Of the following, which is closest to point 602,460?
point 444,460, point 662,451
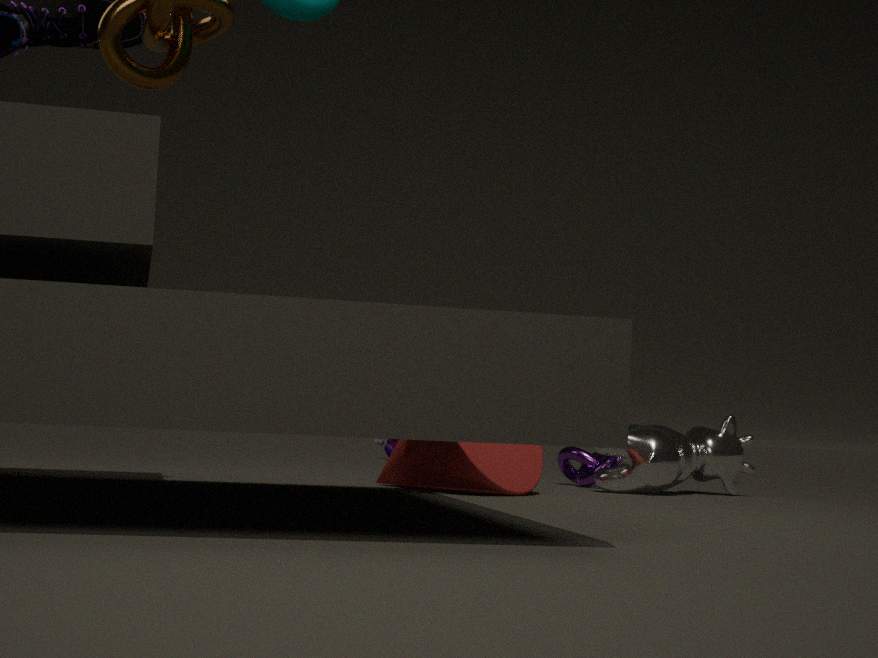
point 662,451
